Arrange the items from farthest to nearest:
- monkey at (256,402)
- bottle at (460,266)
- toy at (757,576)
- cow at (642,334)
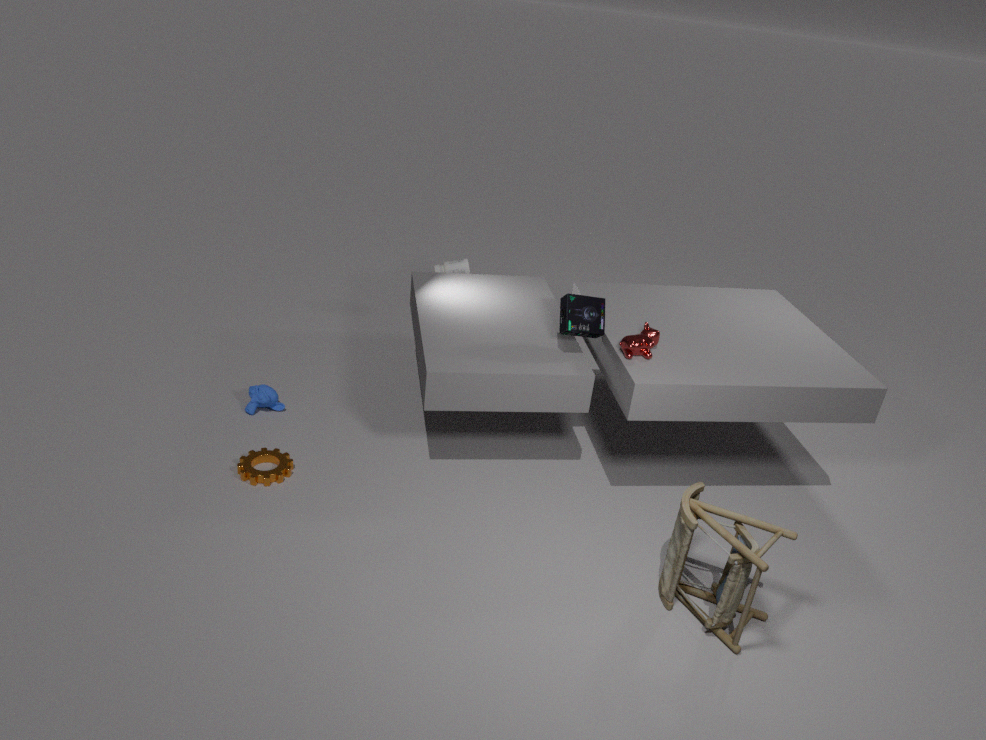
bottle at (460,266) → monkey at (256,402) → cow at (642,334) → toy at (757,576)
